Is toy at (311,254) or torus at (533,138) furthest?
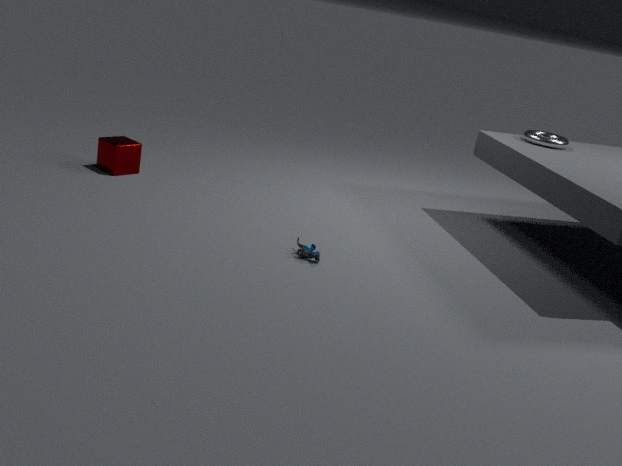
torus at (533,138)
